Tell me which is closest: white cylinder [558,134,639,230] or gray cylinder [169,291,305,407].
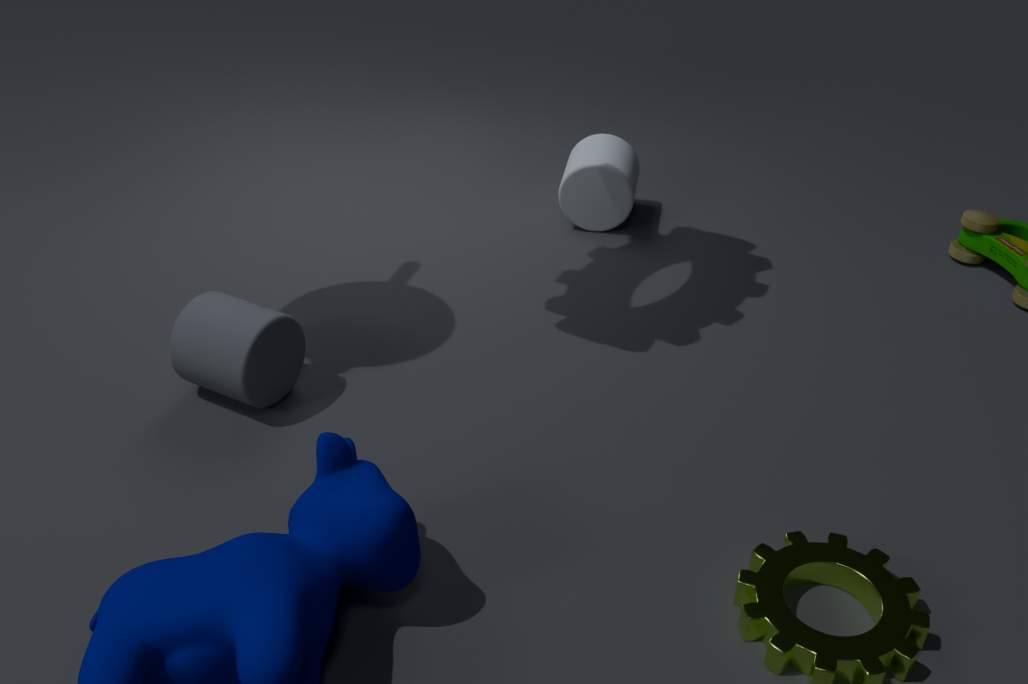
gray cylinder [169,291,305,407]
